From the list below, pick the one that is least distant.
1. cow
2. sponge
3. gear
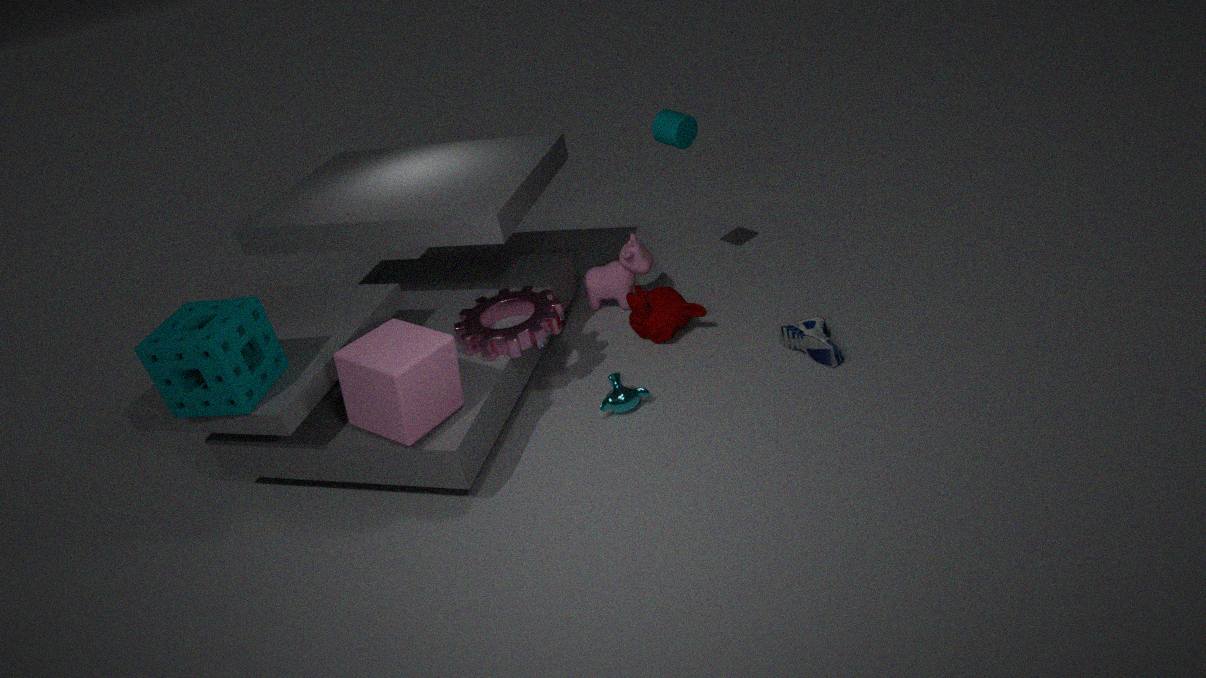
sponge
